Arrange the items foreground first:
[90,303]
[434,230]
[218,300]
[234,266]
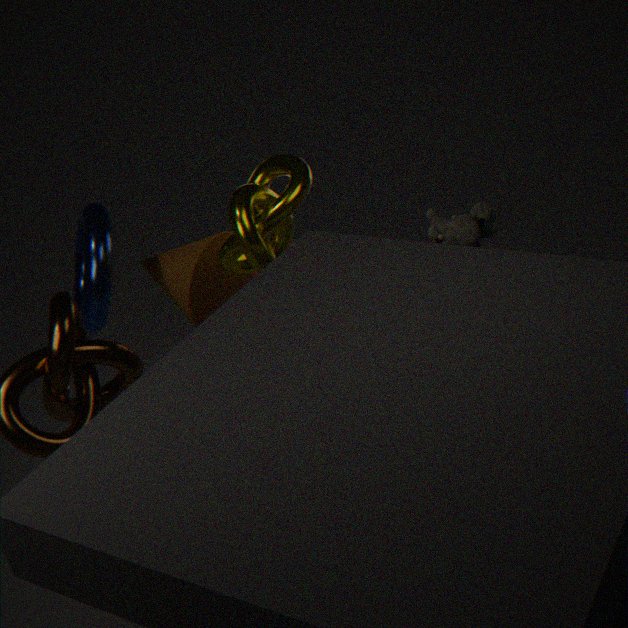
[90,303] < [234,266] < [218,300] < [434,230]
